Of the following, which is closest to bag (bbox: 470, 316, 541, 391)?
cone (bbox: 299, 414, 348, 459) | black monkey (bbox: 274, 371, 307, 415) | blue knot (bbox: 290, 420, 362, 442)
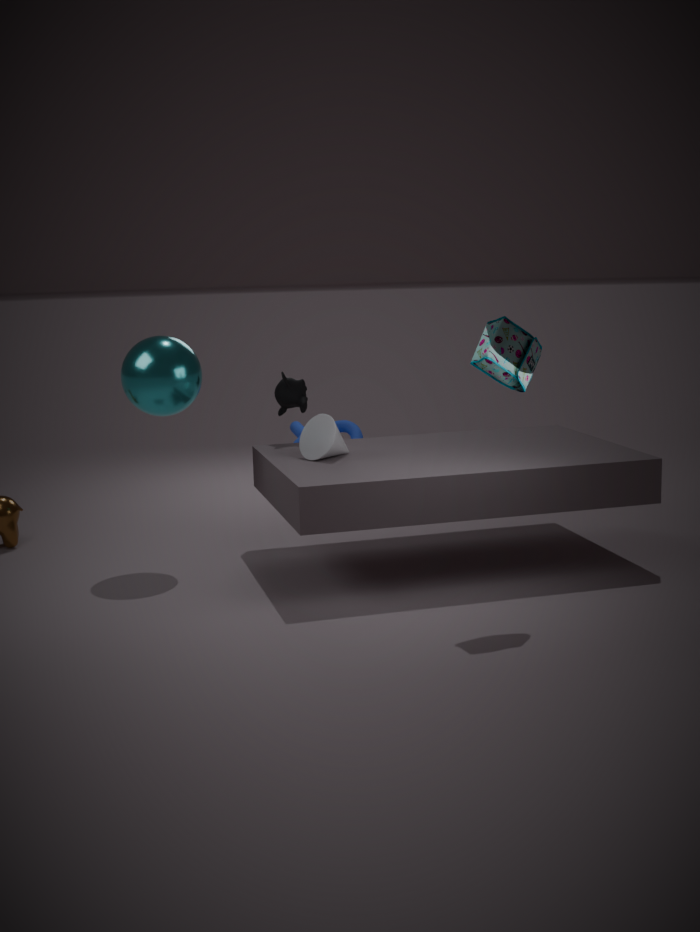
cone (bbox: 299, 414, 348, 459)
